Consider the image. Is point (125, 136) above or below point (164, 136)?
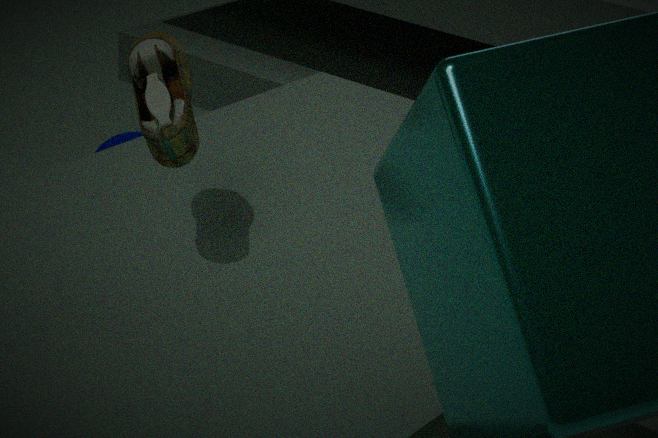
below
